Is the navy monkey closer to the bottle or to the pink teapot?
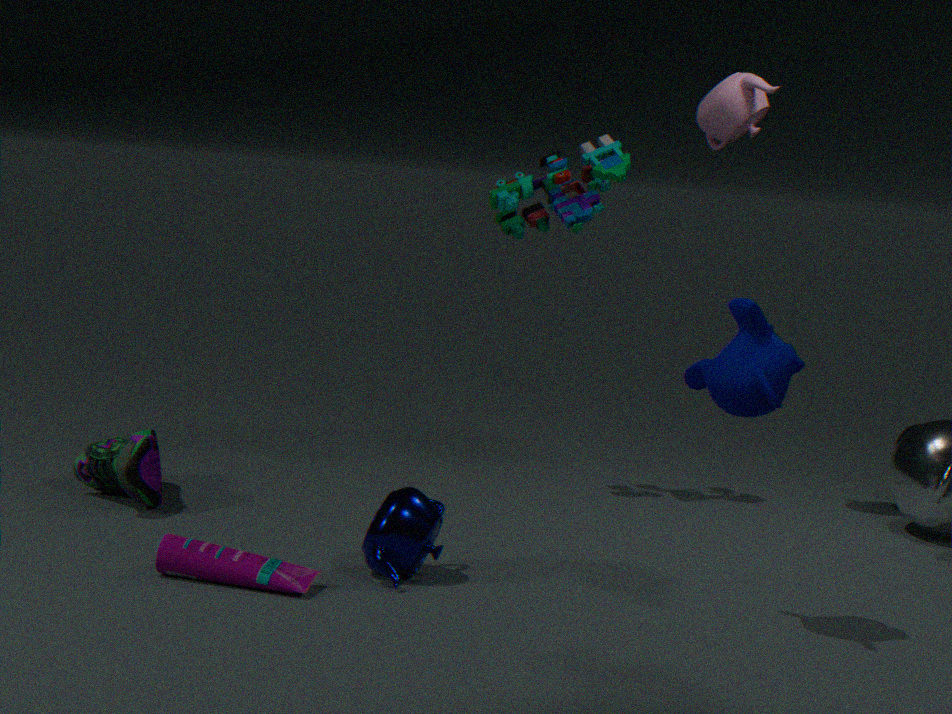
the bottle
